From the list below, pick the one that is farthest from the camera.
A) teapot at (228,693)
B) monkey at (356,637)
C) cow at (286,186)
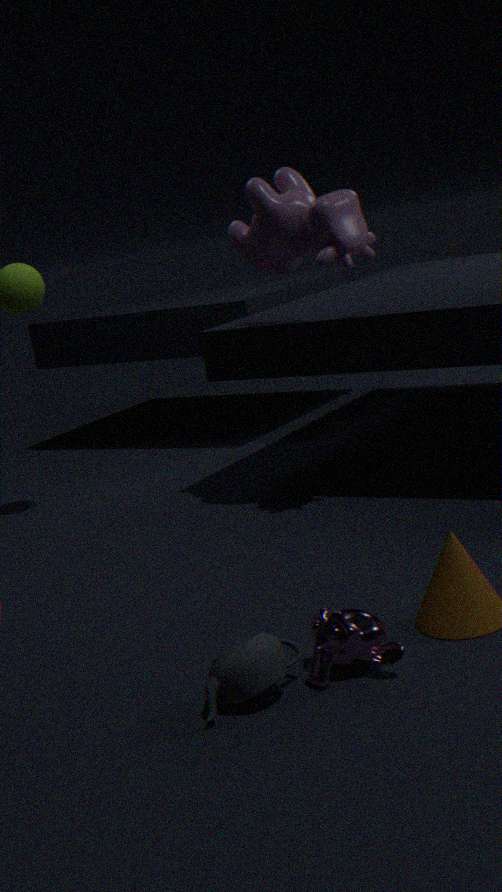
cow at (286,186)
